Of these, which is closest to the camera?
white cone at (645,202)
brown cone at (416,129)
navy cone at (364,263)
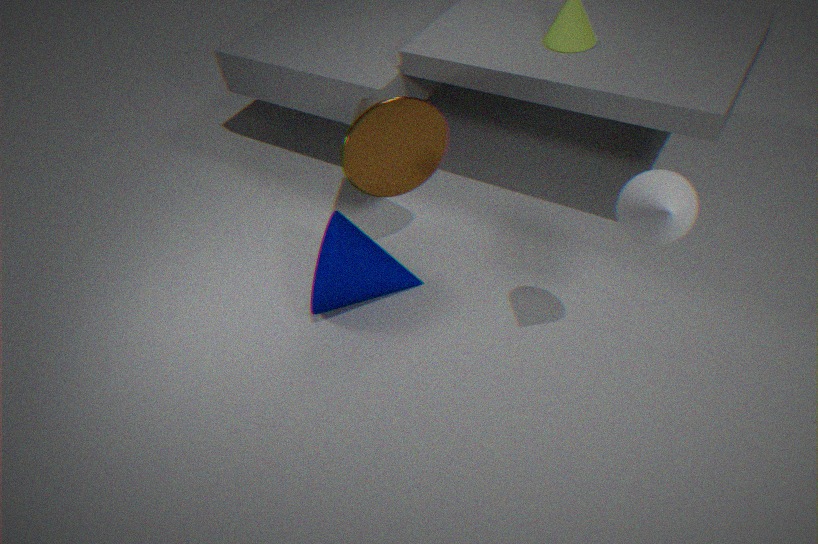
white cone at (645,202)
